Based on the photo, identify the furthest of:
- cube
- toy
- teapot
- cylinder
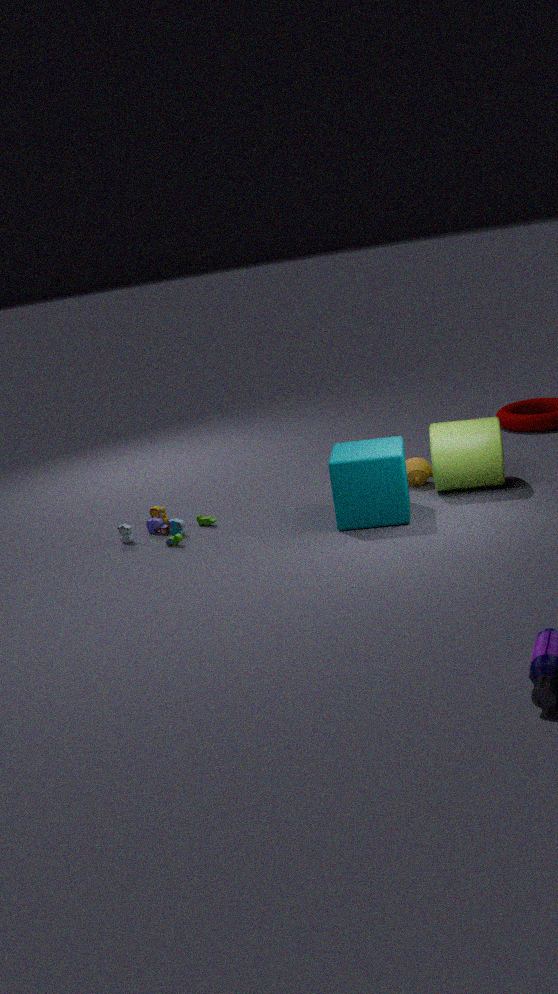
teapot
